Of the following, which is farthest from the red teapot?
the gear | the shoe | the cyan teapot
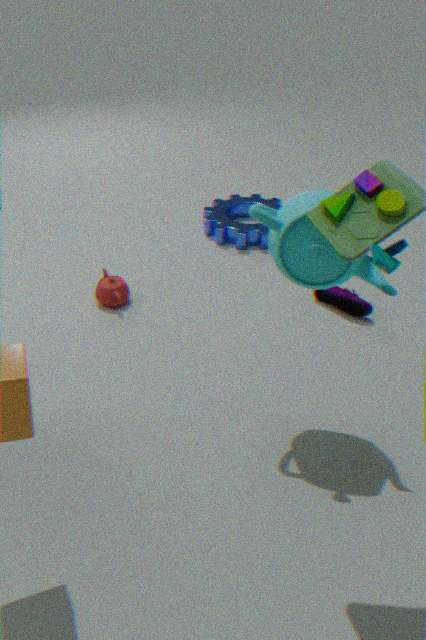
the cyan teapot
